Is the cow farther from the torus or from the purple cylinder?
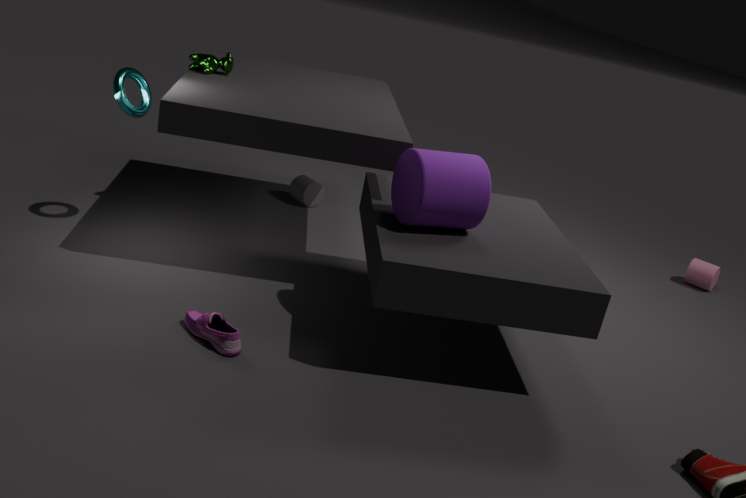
the purple cylinder
